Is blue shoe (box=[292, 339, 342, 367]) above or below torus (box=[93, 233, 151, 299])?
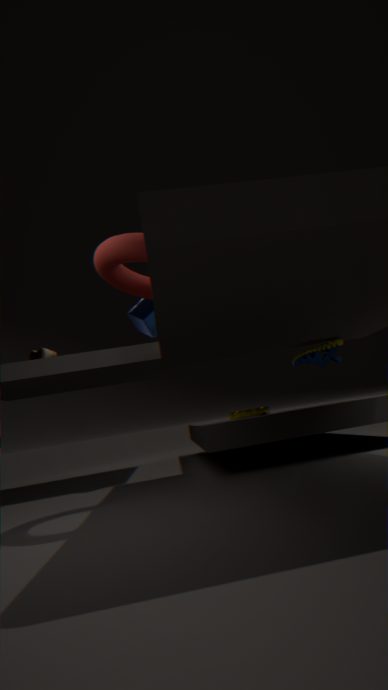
below
